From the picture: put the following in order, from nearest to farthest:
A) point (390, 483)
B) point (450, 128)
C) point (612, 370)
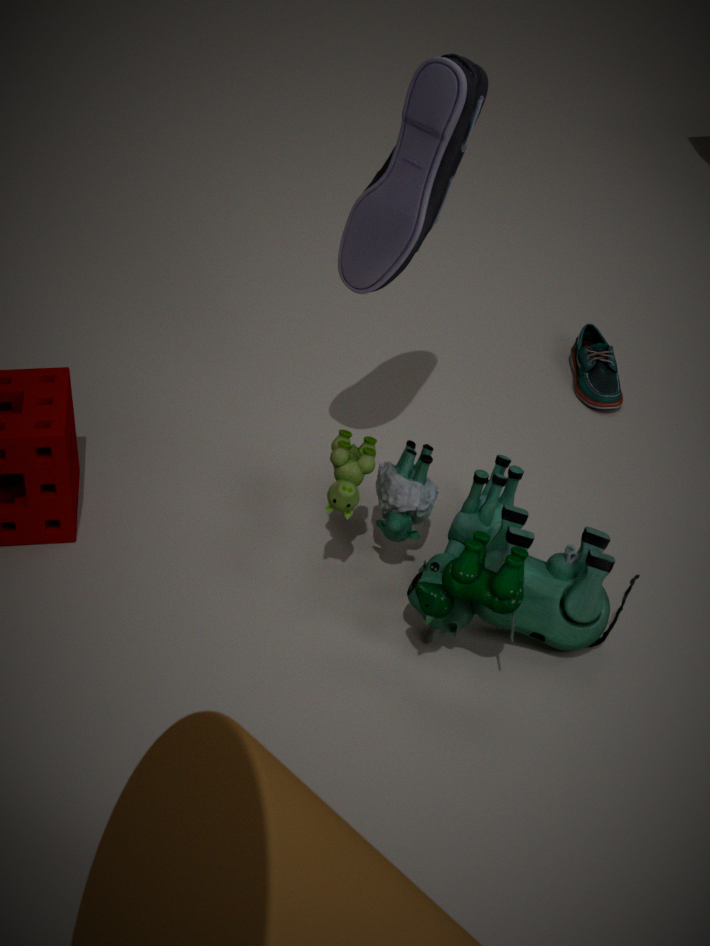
point (450, 128) → point (390, 483) → point (612, 370)
